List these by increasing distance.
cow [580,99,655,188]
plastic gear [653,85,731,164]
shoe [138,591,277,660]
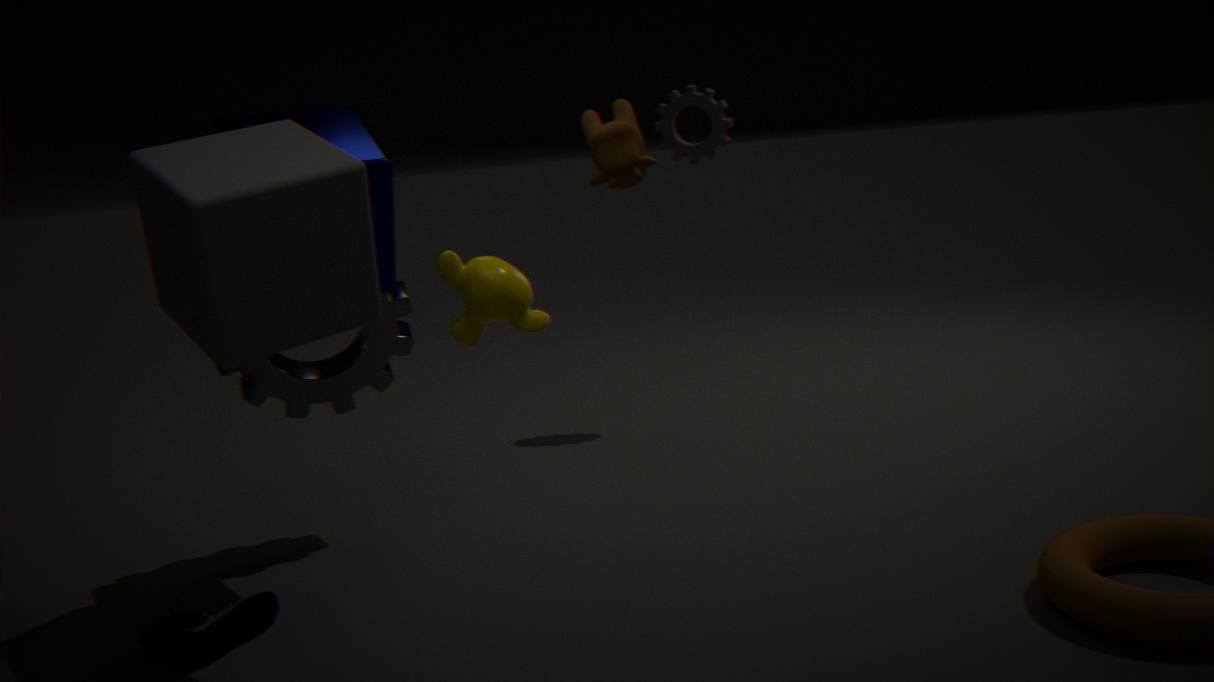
cow [580,99,655,188]
shoe [138,591,277,660]
plastic gear [653,85,731,164]
